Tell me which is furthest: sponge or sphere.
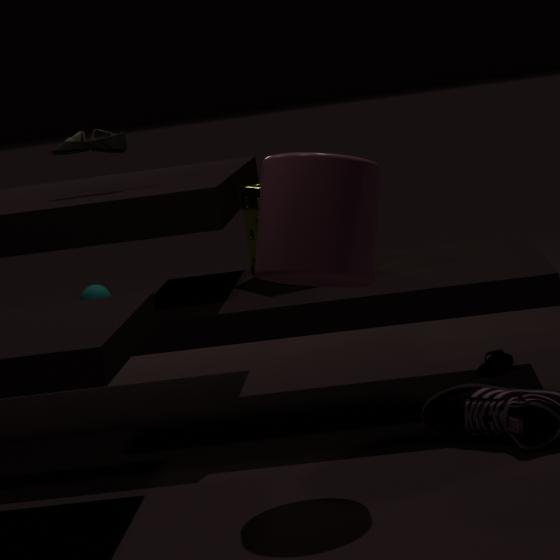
sphere
